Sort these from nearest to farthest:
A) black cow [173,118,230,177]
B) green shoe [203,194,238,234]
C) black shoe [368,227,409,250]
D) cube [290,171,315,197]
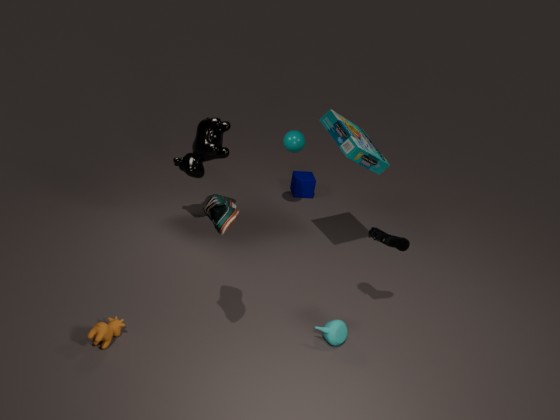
green shoe [203,194,238,234]
black shoe [368,227,409,250]
black cow [173,118,230,177]
cube [290,171,315,197]
